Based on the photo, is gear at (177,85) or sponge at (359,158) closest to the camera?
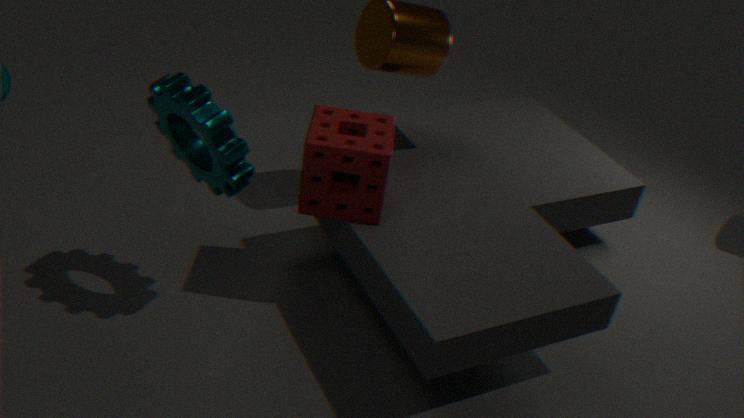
gear at (177,85)
